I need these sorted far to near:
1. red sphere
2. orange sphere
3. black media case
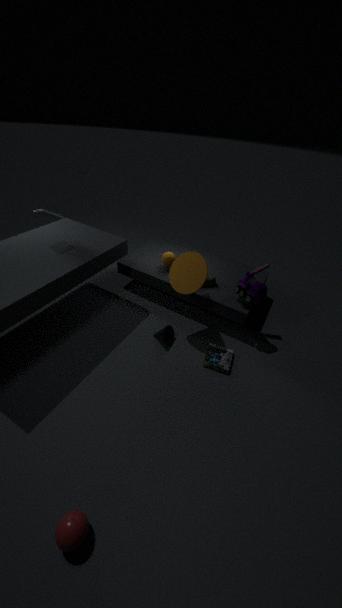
orange sphere
black media case
red sphere
